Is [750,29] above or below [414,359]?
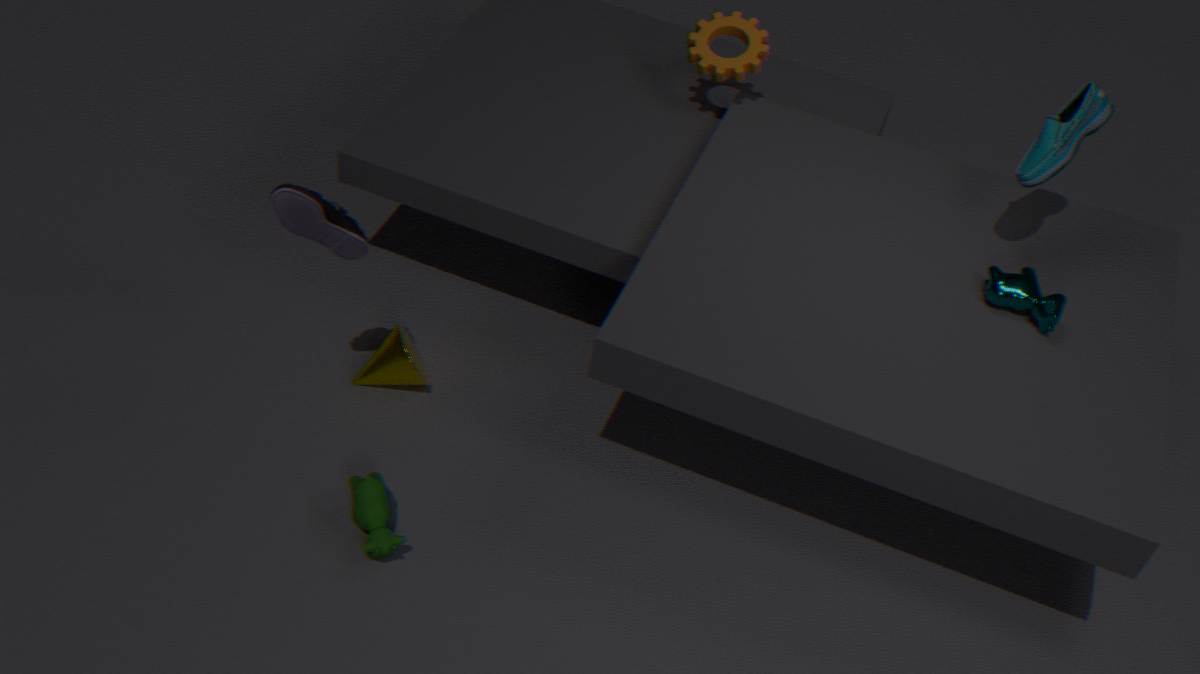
above
